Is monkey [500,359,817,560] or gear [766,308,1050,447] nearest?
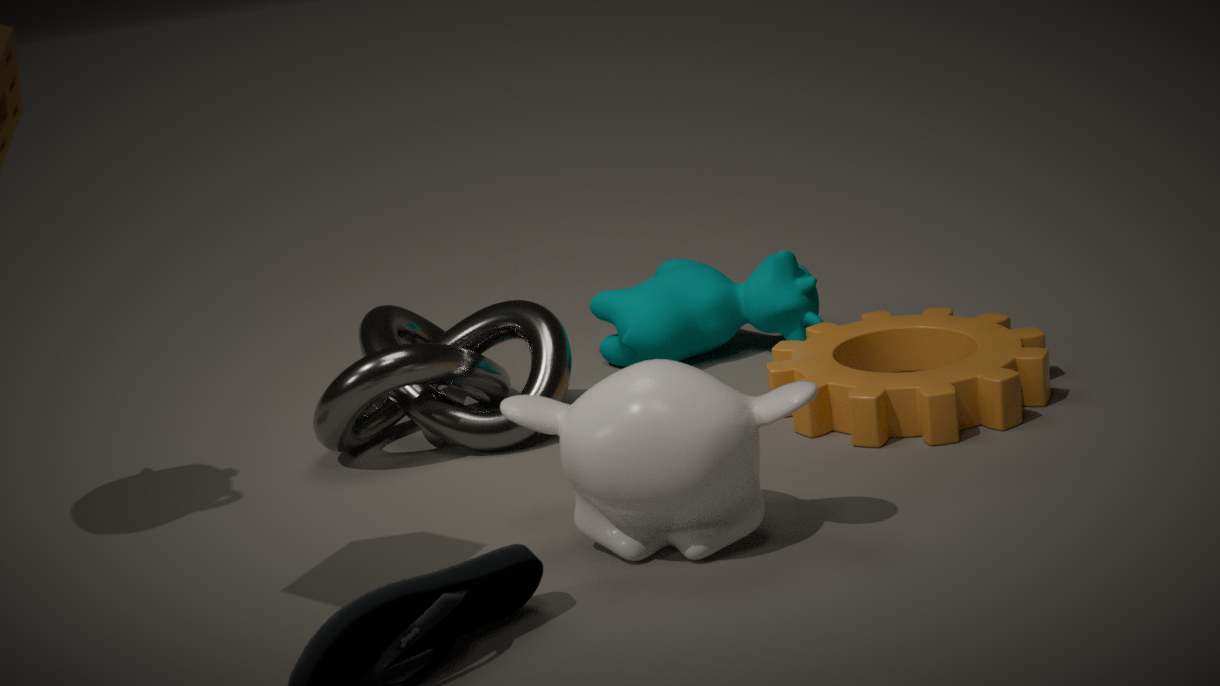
monkey [500,359,817,560]
